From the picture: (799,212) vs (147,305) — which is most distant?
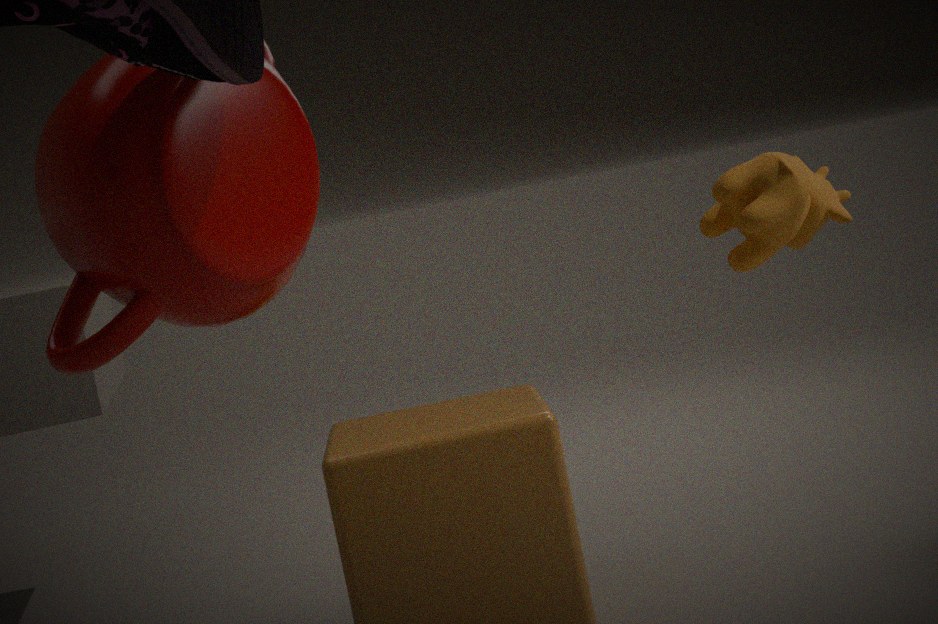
(799,212)
